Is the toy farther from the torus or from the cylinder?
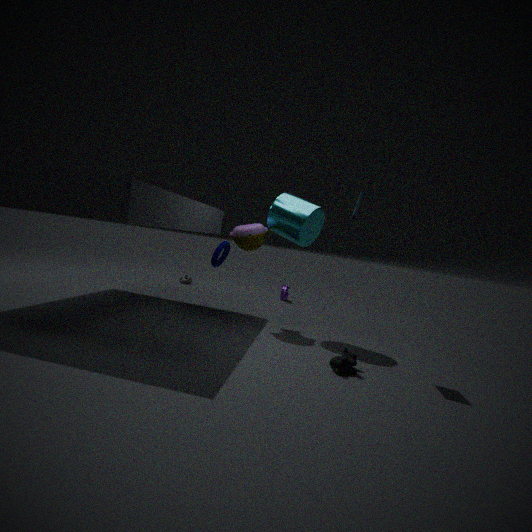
the torus
